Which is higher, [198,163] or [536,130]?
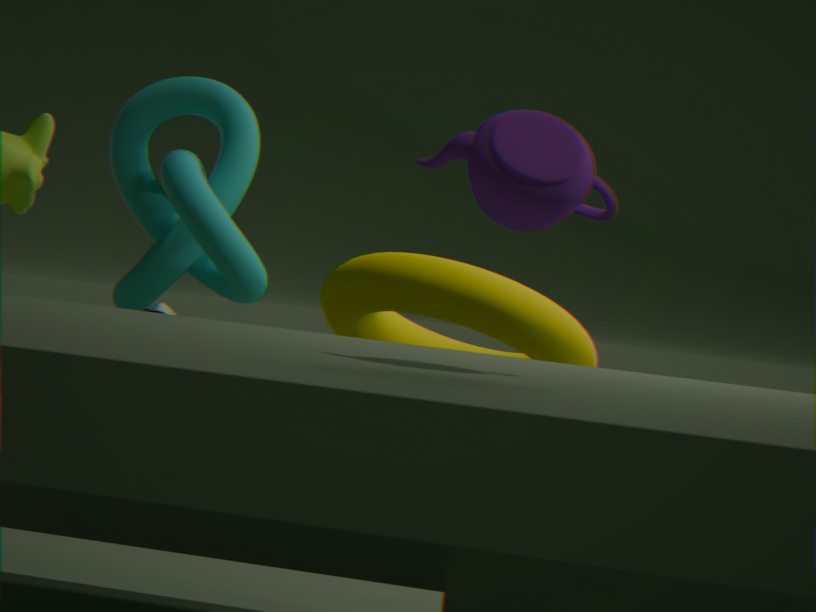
[536,130]
